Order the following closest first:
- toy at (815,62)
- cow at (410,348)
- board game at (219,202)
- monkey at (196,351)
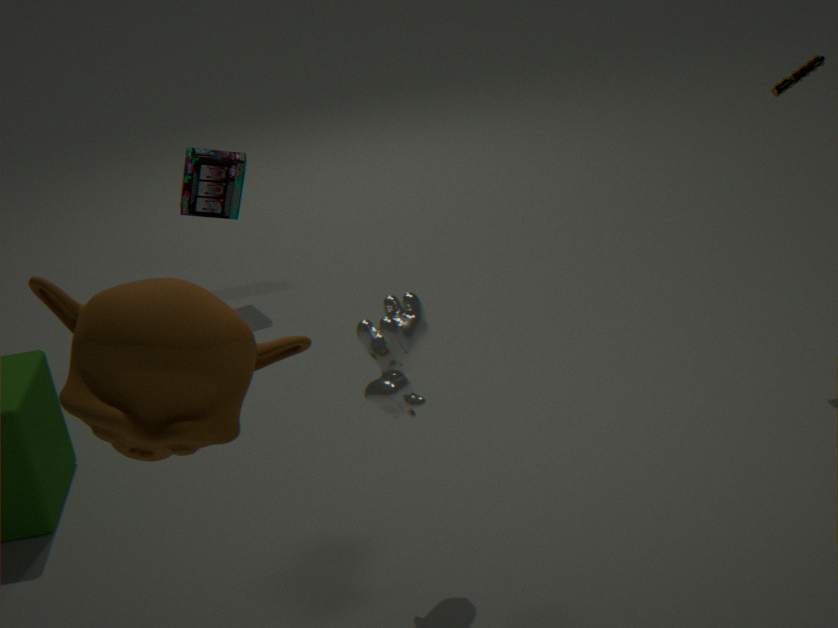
monkey at (196,351), cow at (410,348), toy at (815,62), board game at (219,202)
